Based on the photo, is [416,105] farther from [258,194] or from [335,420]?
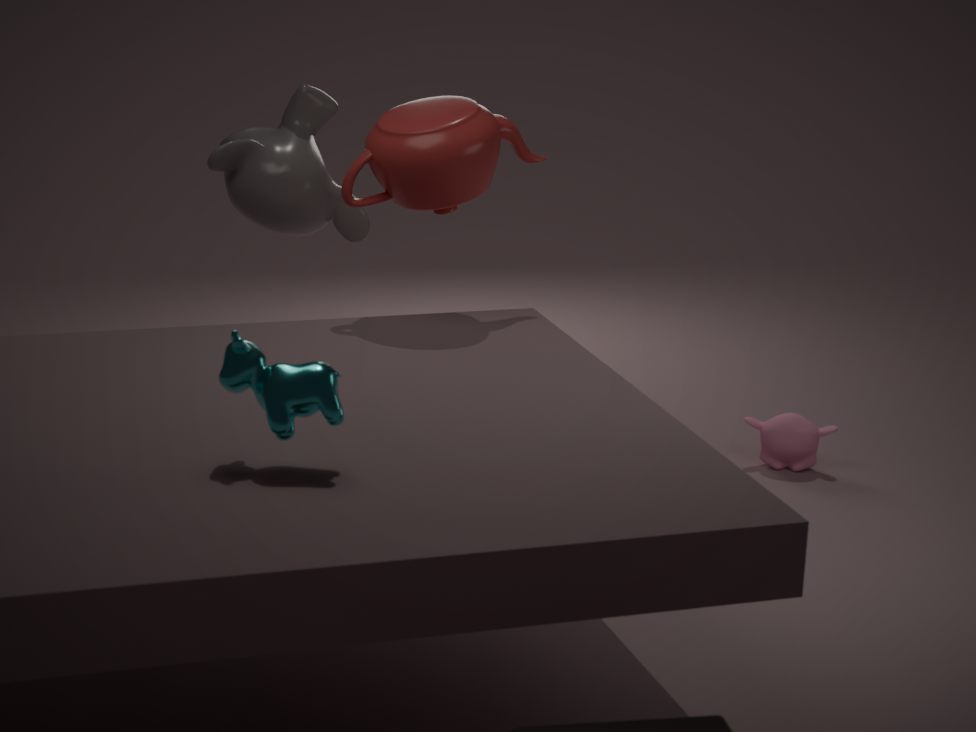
[335,420]
